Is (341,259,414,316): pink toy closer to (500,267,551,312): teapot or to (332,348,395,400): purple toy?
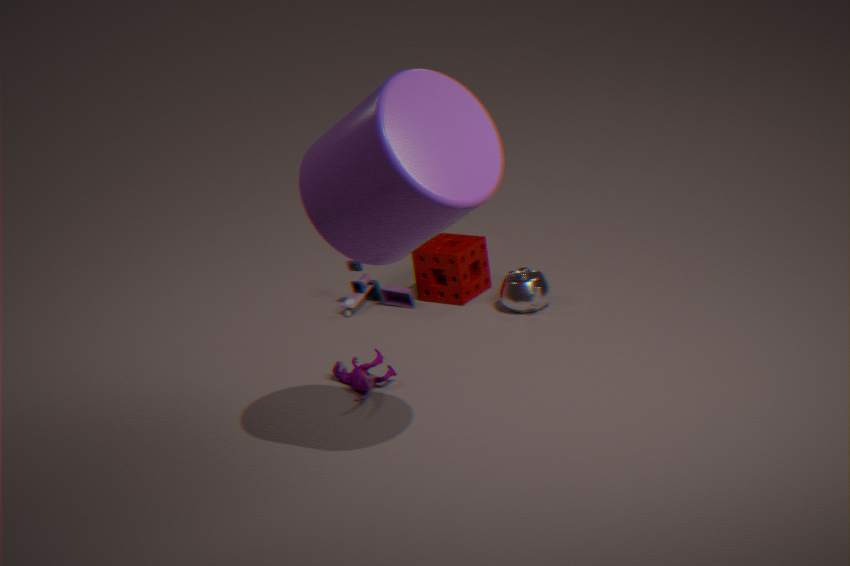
(500,267,551,312): teapot
